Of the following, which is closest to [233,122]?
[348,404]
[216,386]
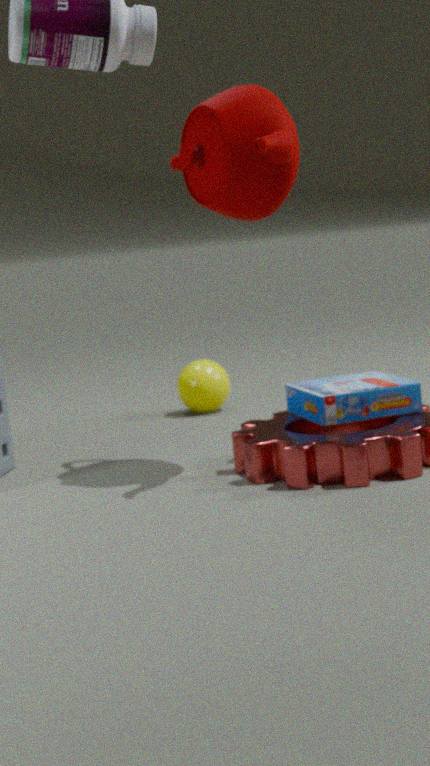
[348,404]
